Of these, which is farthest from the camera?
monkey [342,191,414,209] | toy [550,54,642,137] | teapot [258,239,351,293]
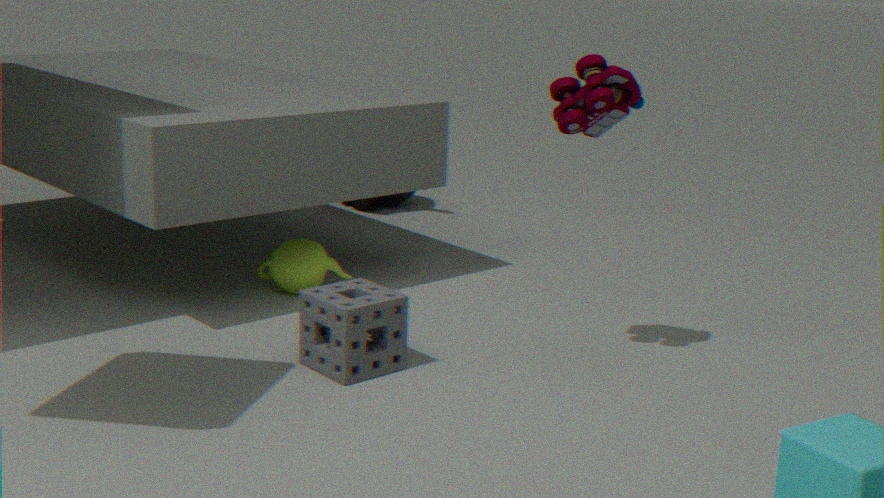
monkey [342,191,414,209]
